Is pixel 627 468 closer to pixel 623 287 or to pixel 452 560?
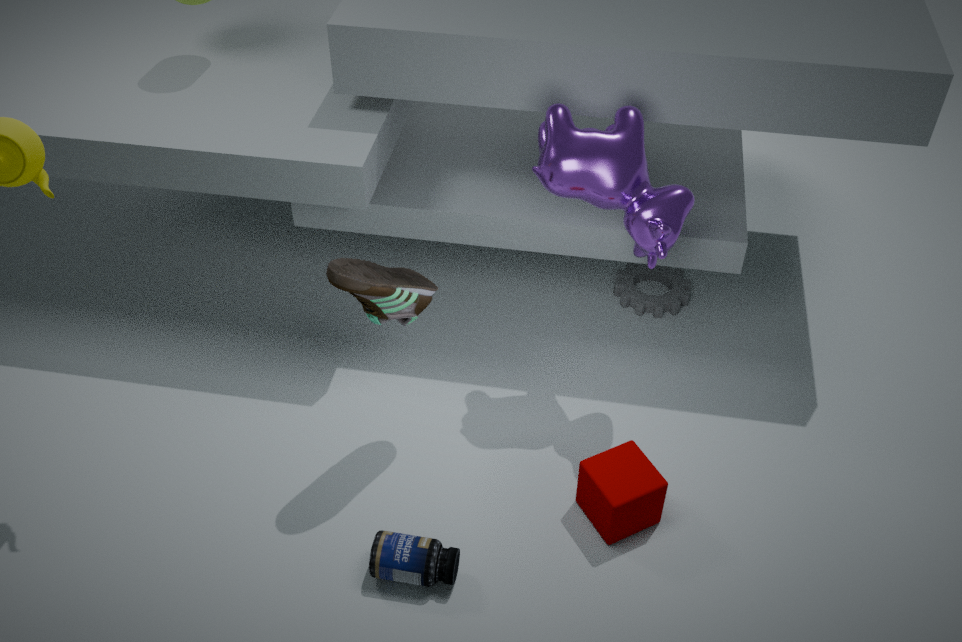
pixel 452 560
